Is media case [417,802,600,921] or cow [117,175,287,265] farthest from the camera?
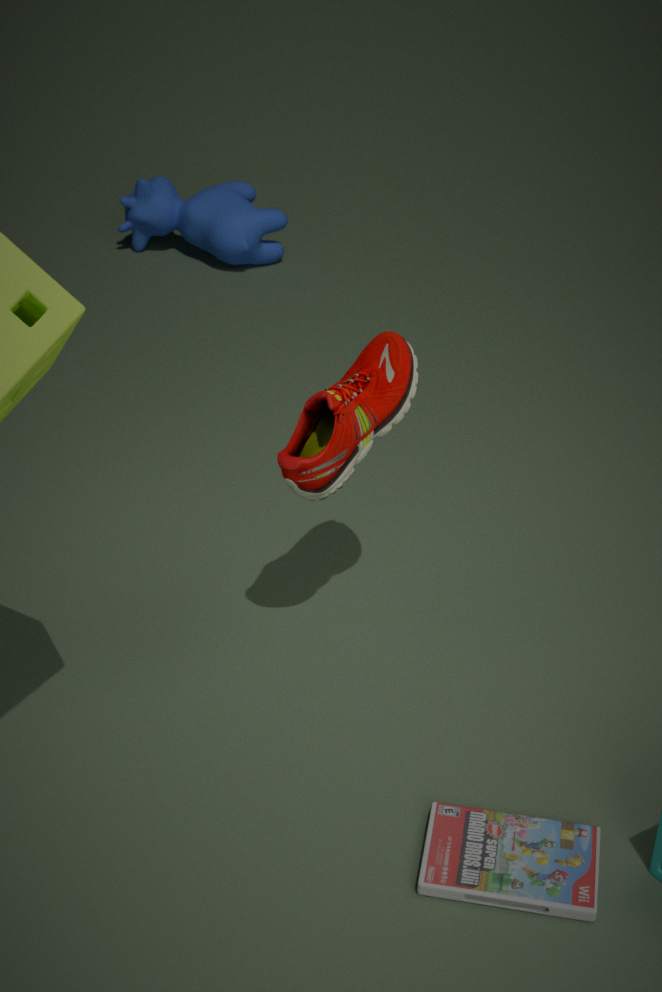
cow [117,175,287,265]
